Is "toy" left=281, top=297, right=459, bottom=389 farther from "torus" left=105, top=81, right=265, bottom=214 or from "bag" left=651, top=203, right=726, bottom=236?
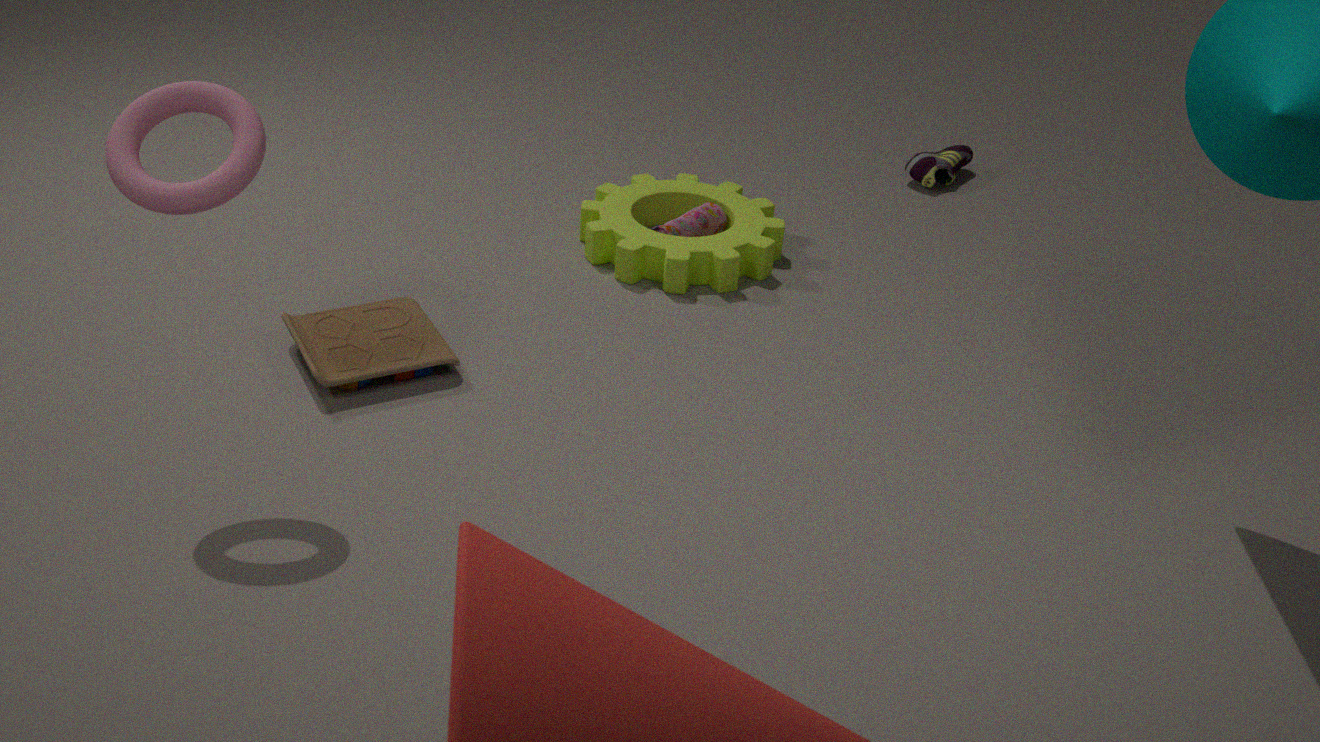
"bag" left=651, top=203, right=726, bottom=236
